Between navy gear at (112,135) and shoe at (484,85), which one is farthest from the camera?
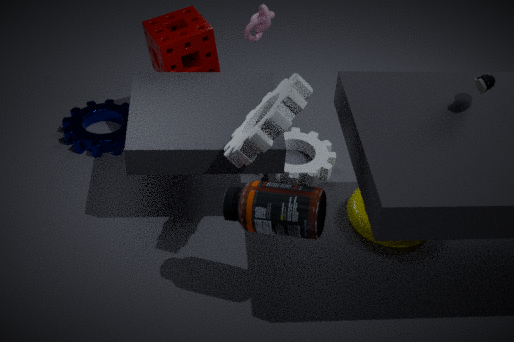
navy gear at (112,135)
